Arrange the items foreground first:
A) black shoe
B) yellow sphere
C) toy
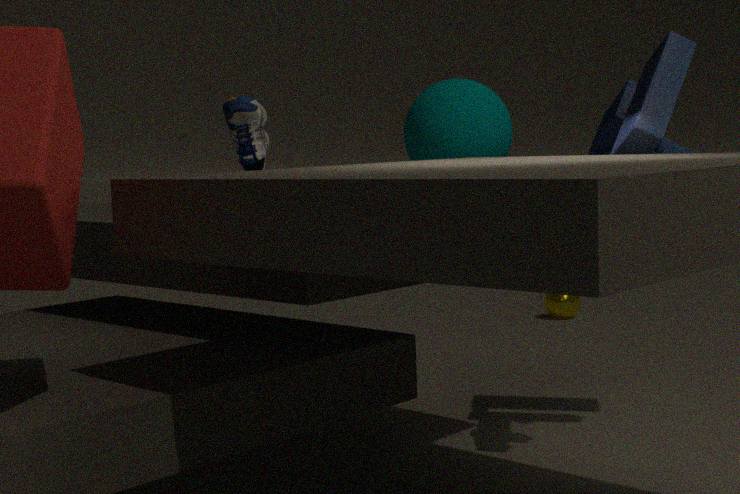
toy, black shoe, yellow sphere
